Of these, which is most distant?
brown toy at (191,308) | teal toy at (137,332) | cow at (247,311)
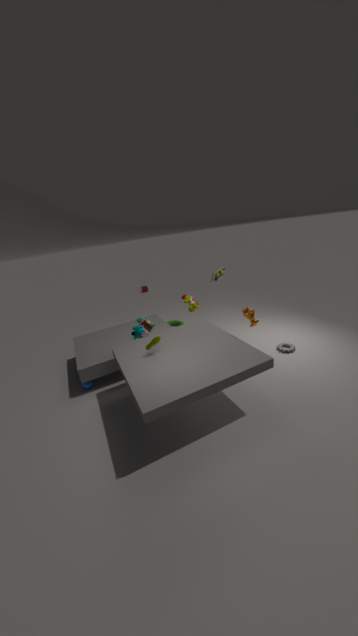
brown toy at (191,308)
